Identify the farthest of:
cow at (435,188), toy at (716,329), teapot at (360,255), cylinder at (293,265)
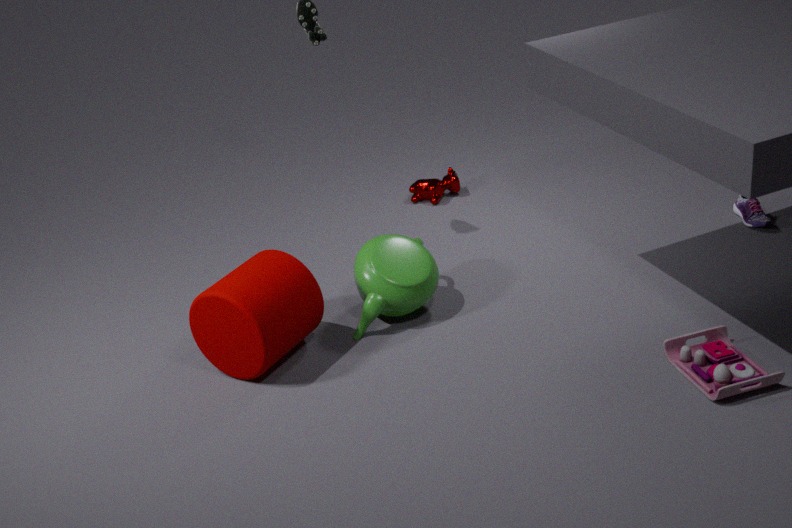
cow at (435,188)
